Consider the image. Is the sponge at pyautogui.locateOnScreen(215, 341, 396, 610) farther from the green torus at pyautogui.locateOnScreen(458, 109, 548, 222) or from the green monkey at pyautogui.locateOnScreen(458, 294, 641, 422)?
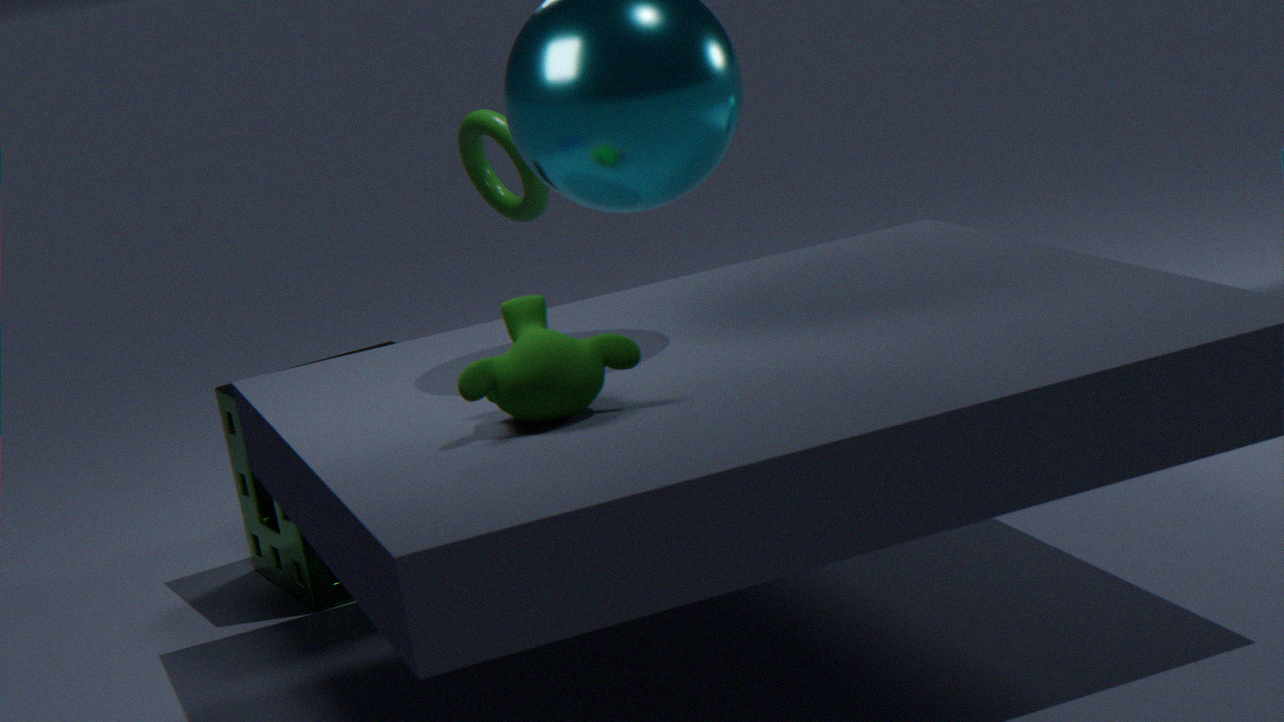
the green monkey at pyautogui.locateOnScreen(458, 294, 641, 422)
